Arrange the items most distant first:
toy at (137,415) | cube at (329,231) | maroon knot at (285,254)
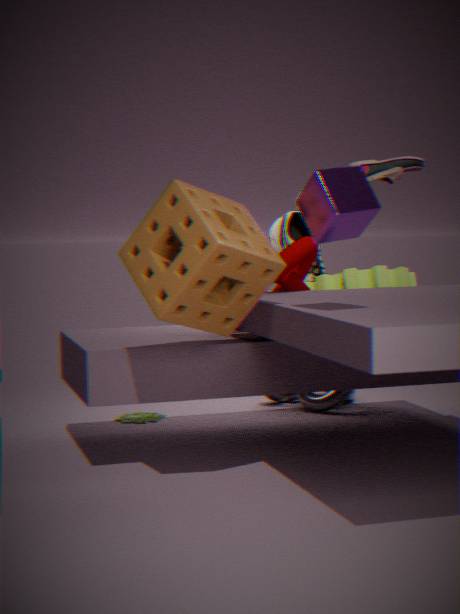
toy at (137,415) → maroon knot at (285,254) → cube at (329,231)
